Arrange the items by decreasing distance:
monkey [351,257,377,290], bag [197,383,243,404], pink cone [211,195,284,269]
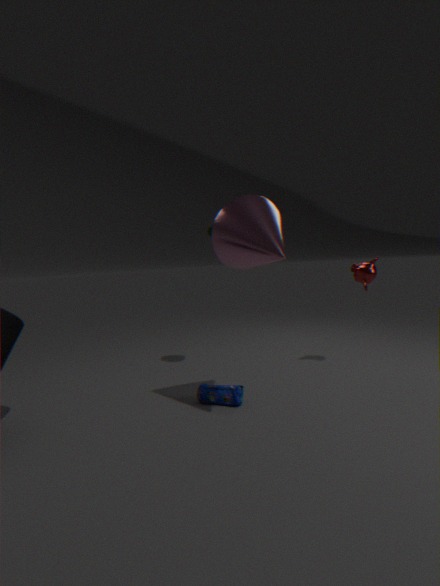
monkey [351,257,377,290], bag [197,383,243,404], pink cone [211,195,284,269]
